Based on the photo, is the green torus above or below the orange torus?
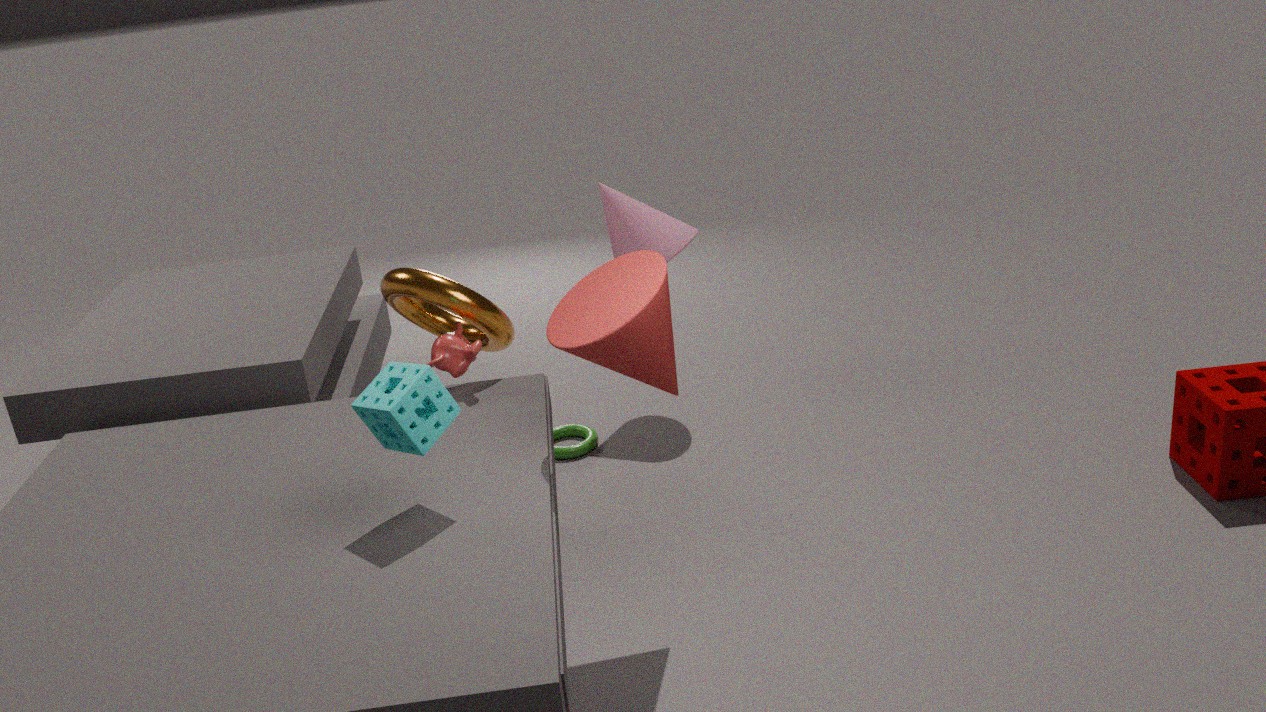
below
